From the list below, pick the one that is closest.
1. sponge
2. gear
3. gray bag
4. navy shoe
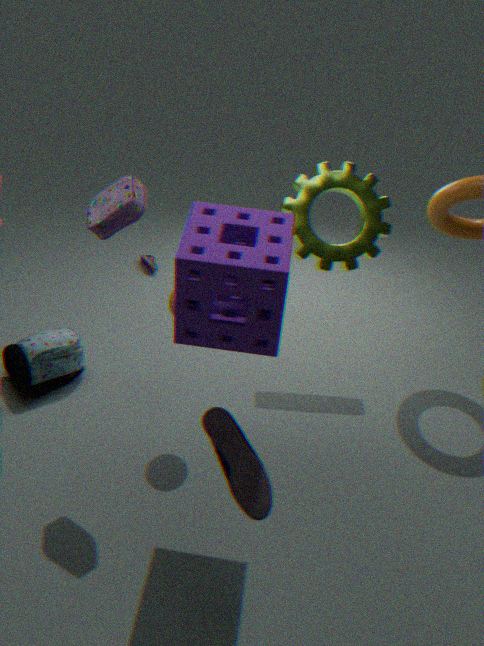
sponge
